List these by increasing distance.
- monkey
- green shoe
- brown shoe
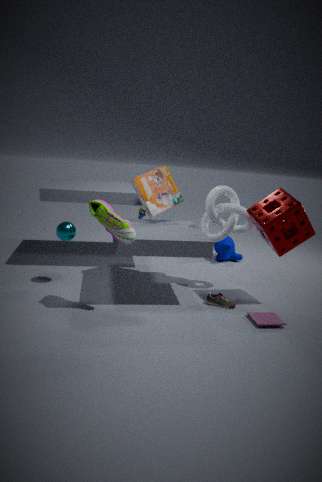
green shoe < brown shoe < monkey
